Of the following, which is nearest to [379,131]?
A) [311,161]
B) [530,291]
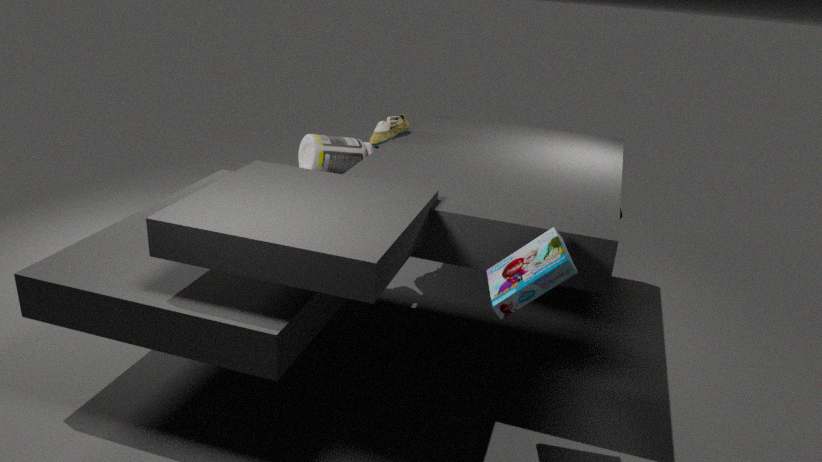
[311,161]
